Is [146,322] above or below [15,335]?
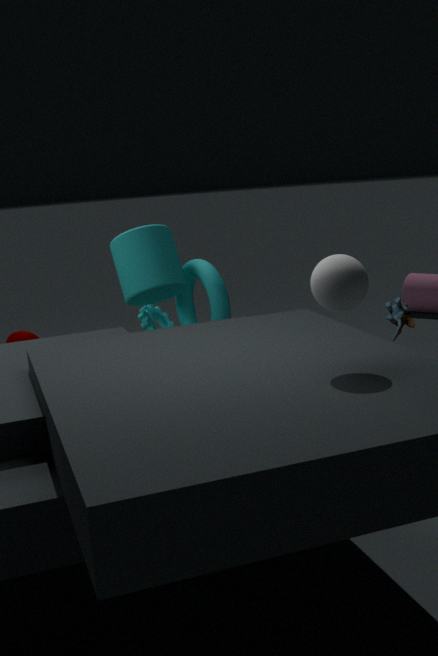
above
